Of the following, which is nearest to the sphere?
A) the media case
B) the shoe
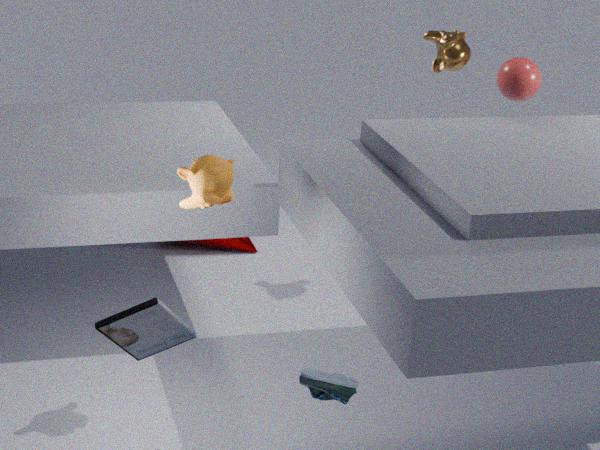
the media case
